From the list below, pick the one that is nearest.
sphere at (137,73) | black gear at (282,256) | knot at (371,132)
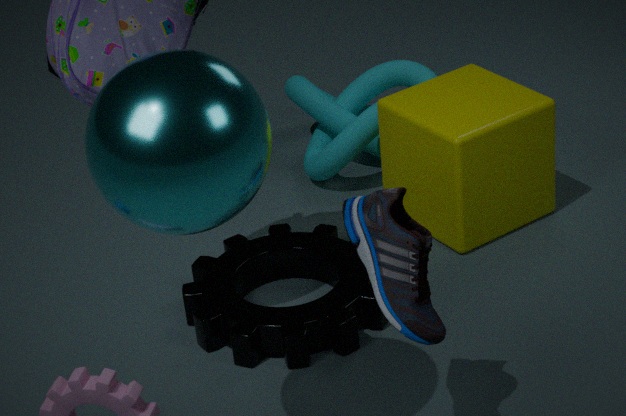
sphere at (137,73)
